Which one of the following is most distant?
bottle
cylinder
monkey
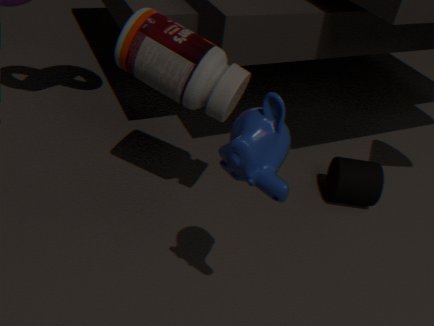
cylinder
